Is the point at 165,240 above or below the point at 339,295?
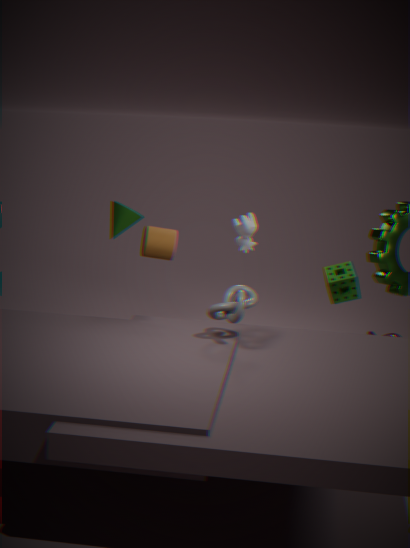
above
